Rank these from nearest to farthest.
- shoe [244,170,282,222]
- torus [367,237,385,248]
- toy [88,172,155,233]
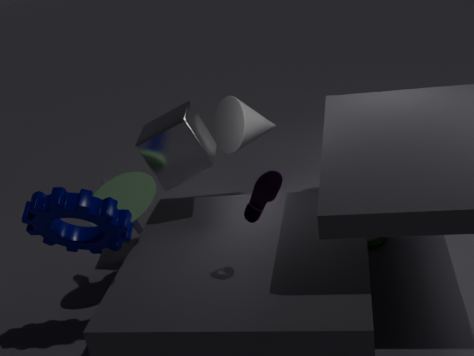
shoe [244,170,282,222] → toy [88,172,155,233] → torus [367,237,385,248]
